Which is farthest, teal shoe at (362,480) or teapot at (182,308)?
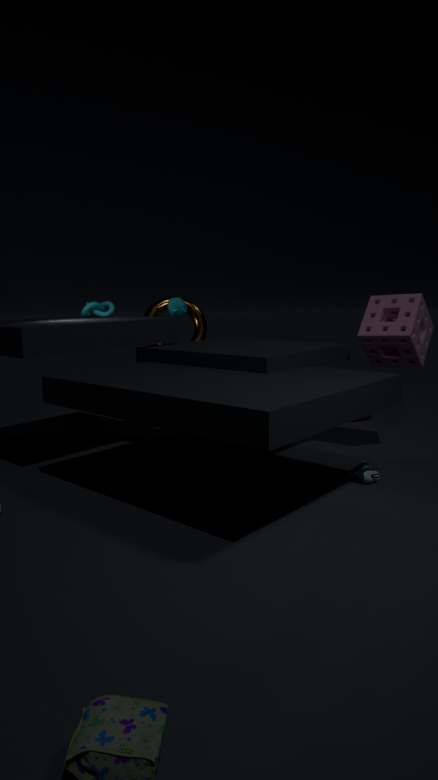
teapot at (182,308)
